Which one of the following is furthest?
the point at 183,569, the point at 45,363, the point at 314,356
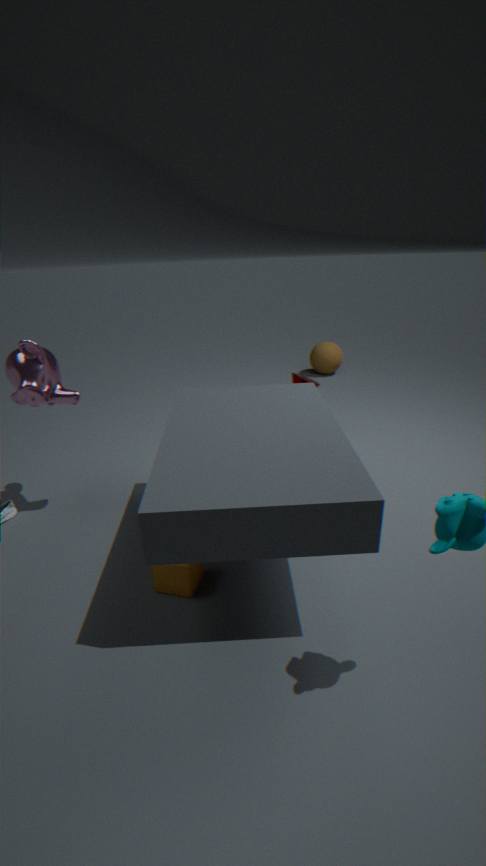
the point at 314,356
